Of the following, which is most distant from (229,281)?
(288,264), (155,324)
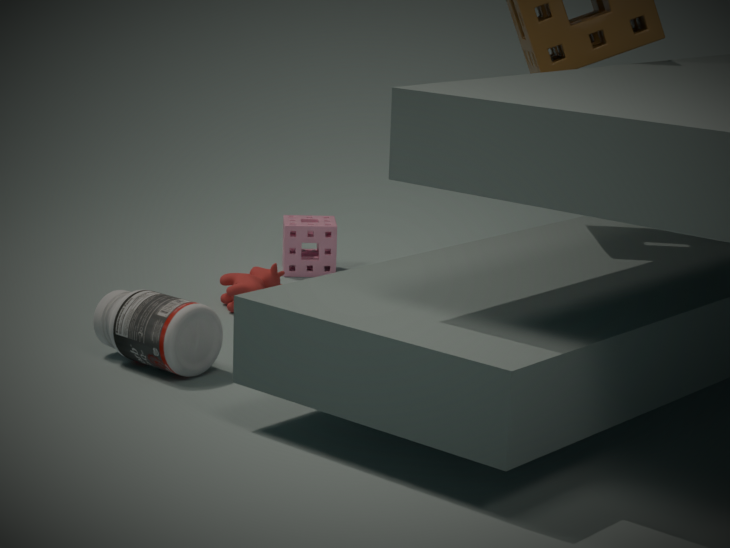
(155,324)
